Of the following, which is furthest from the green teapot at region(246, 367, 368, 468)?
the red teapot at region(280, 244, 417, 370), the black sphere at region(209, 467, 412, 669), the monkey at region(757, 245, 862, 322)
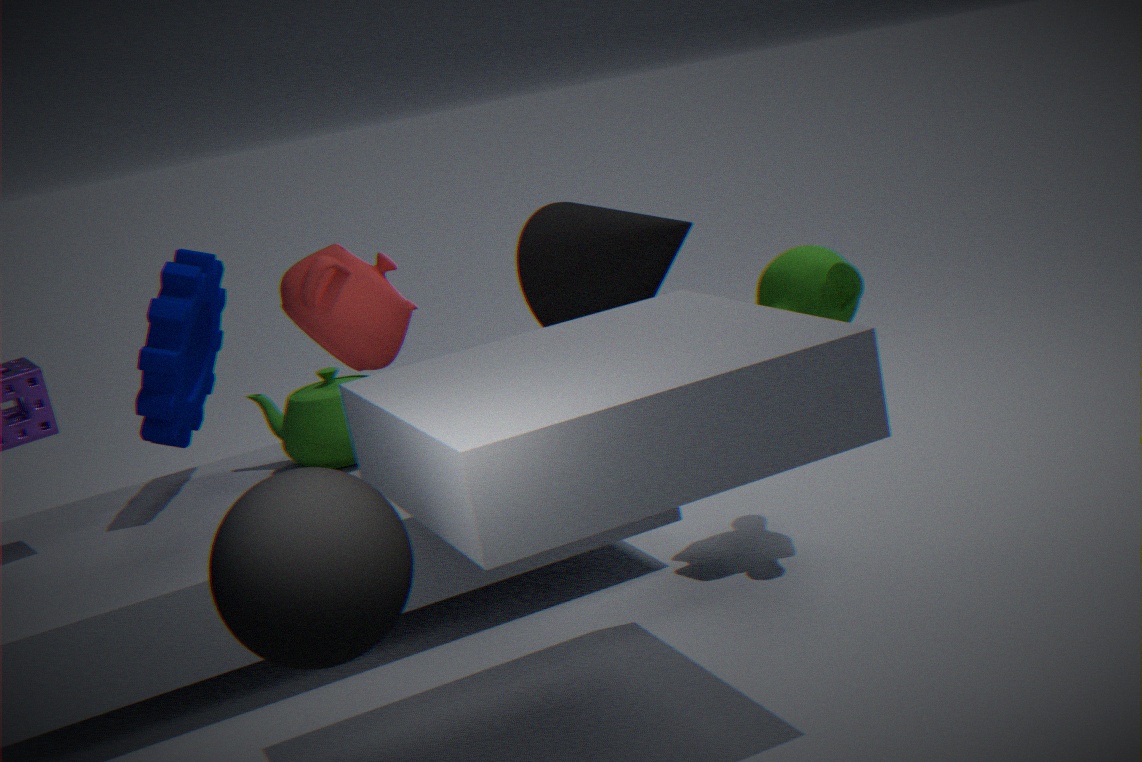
the black sphere at region(209, 467, 412, 669)
